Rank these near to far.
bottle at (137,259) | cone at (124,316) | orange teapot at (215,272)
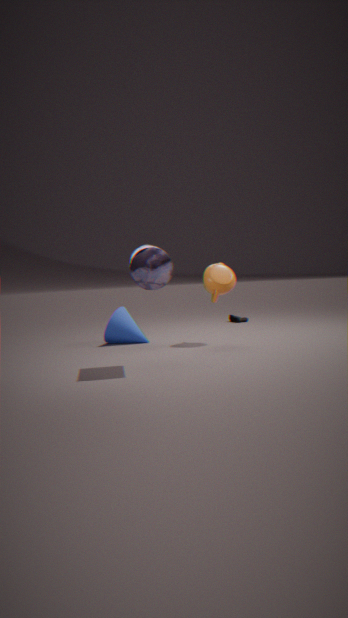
1. bottle at (137,259)
2. orange teapot at (215,272)
3. cone at (124,316)
